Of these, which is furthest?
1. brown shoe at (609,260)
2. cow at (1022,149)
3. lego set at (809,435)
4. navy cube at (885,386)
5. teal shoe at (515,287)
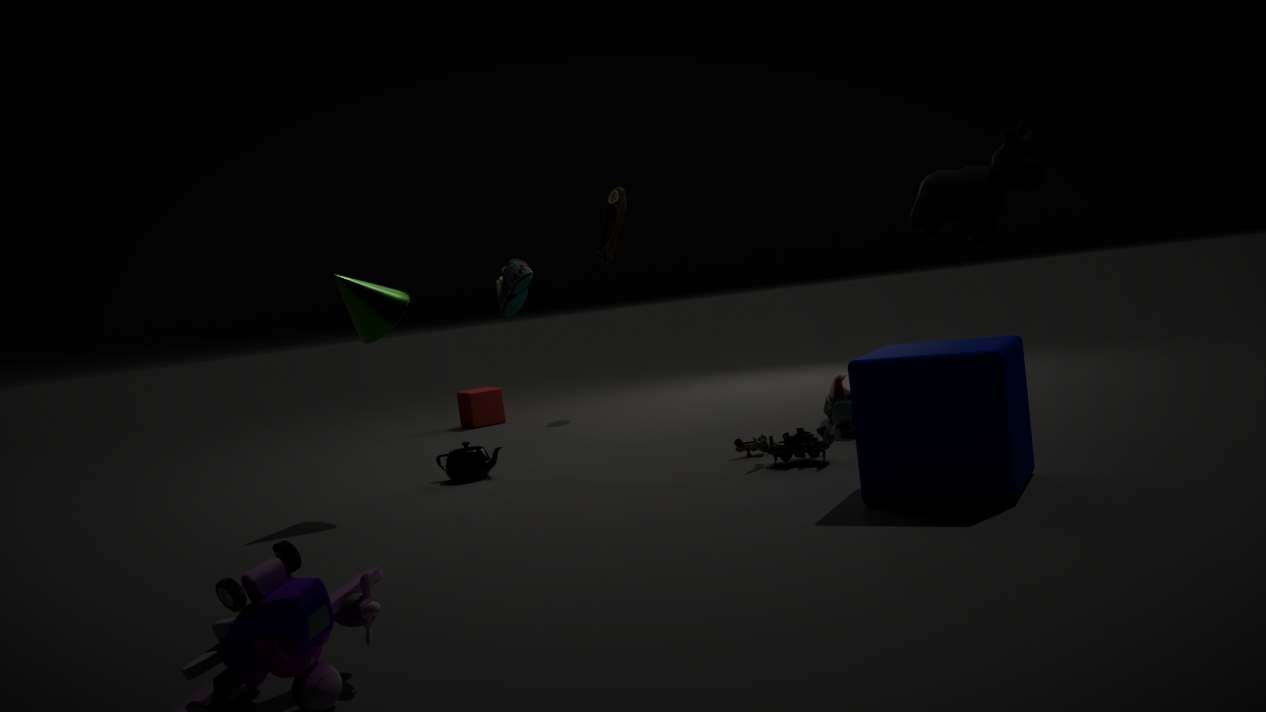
brown shoe at (609,260)
